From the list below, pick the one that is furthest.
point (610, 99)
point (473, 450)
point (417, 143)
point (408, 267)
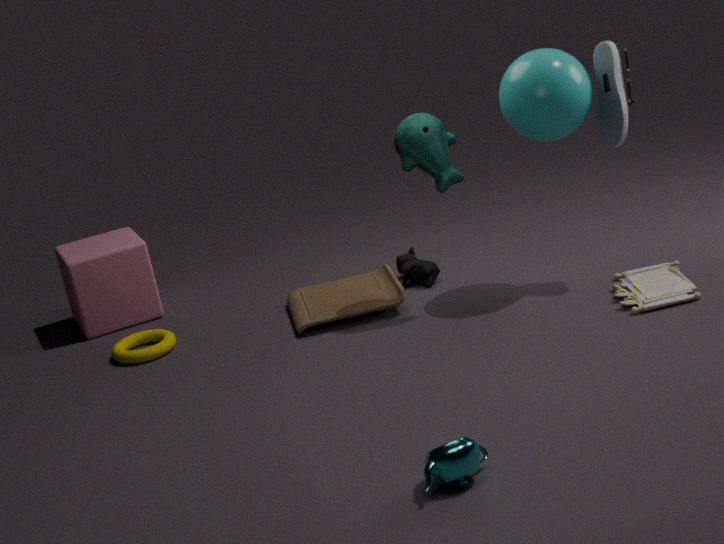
point (408, 267)
